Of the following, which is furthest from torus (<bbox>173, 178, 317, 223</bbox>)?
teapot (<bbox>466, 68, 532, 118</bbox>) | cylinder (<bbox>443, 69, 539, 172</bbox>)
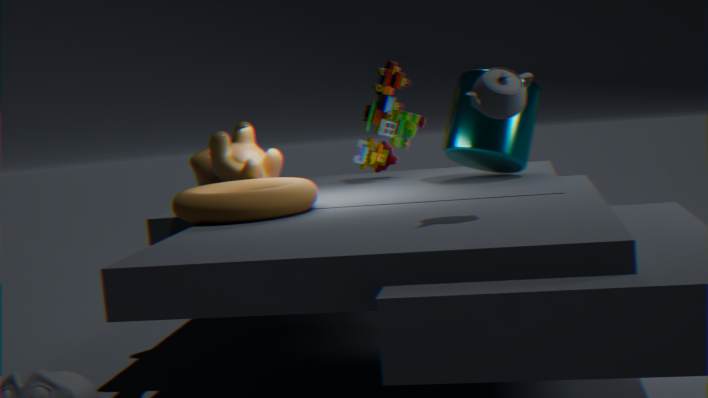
teapot (<bbox>466, 68, 532, 118</bbox>)
